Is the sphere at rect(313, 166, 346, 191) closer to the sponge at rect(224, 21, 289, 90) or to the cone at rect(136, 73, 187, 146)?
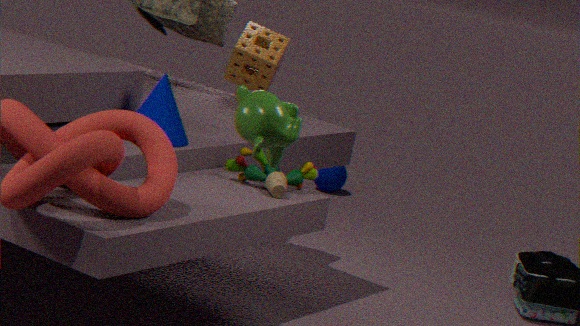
the sponge at rect(224, 21, 289, 90)
